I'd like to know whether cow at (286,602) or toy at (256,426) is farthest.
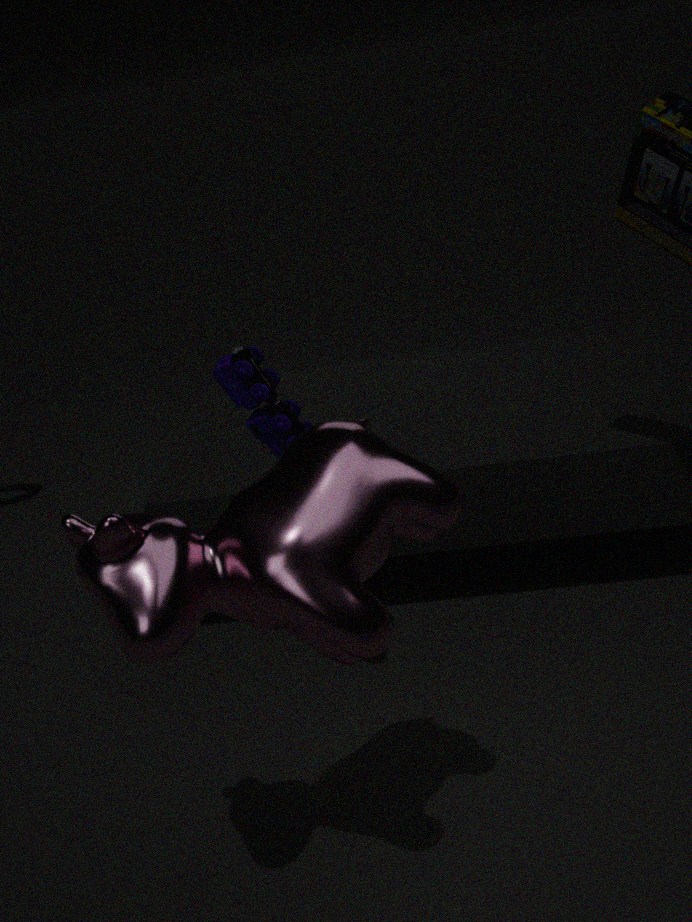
toy at (256,426)
